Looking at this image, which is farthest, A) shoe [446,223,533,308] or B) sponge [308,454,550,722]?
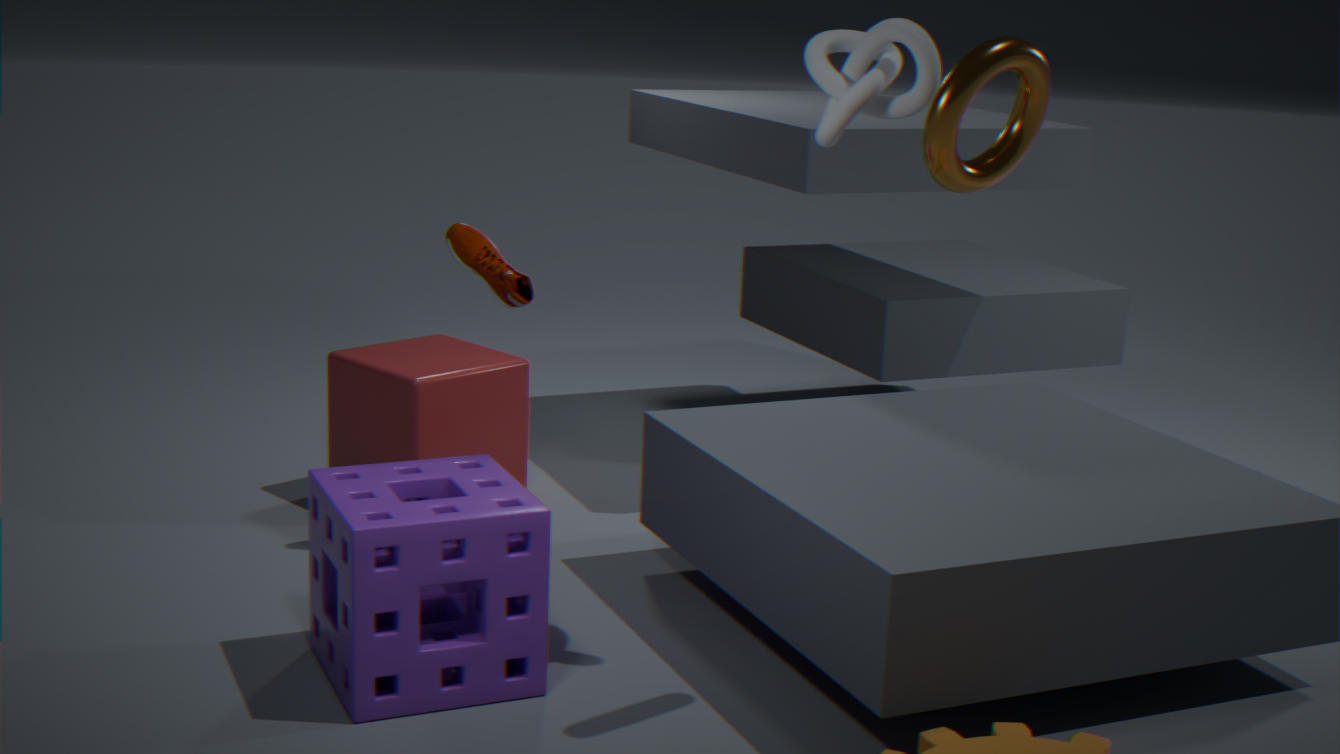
A. shoe [446,223,533,308]
